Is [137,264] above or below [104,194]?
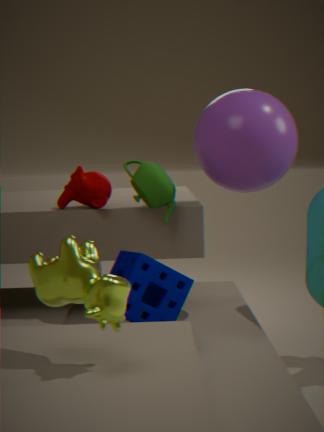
below
